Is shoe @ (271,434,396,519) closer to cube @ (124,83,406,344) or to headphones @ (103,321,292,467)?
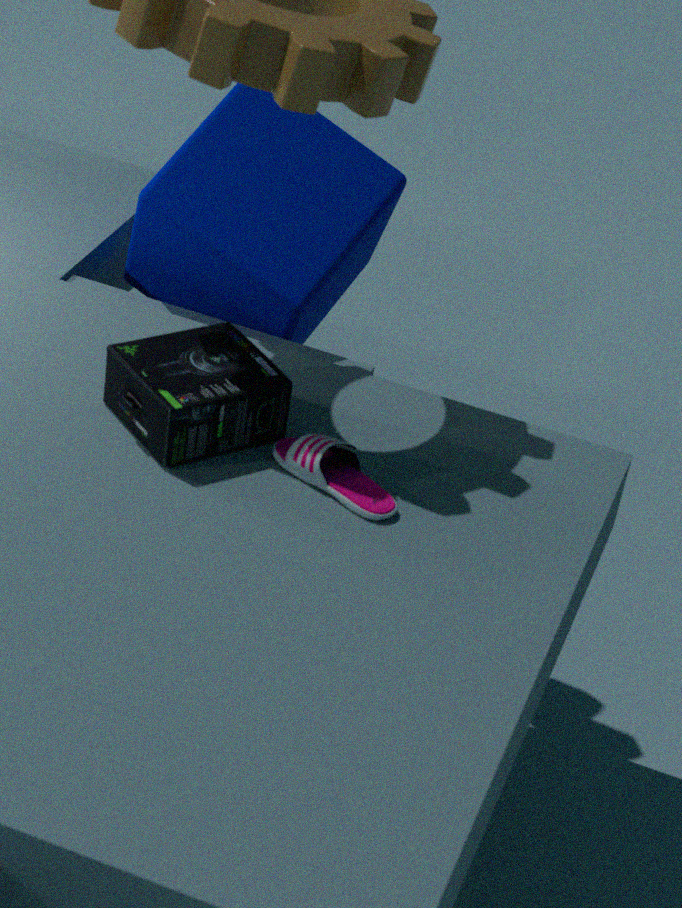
headphones @ (103,321,292,467)
